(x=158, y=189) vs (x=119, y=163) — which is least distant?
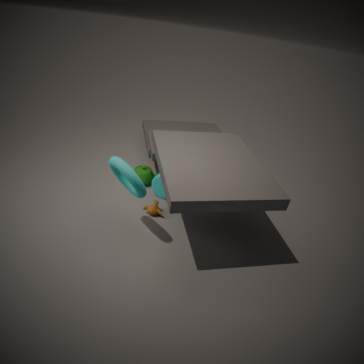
(x=119, y=163)
